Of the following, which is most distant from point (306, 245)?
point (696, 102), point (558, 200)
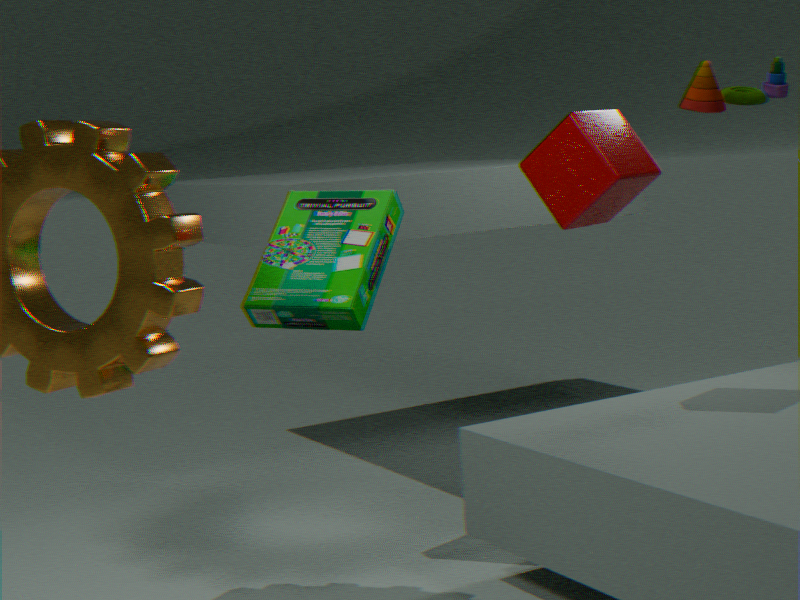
point (696, 102)
